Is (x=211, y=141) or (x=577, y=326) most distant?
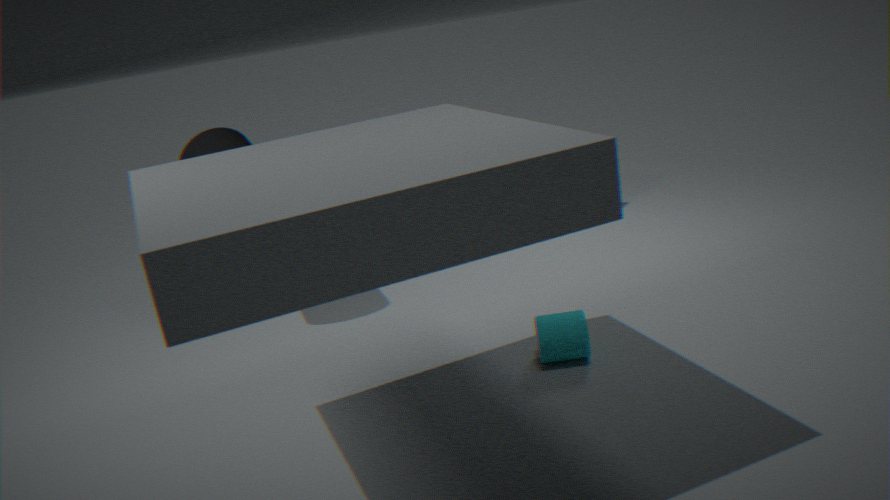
(x=211, y=141)
